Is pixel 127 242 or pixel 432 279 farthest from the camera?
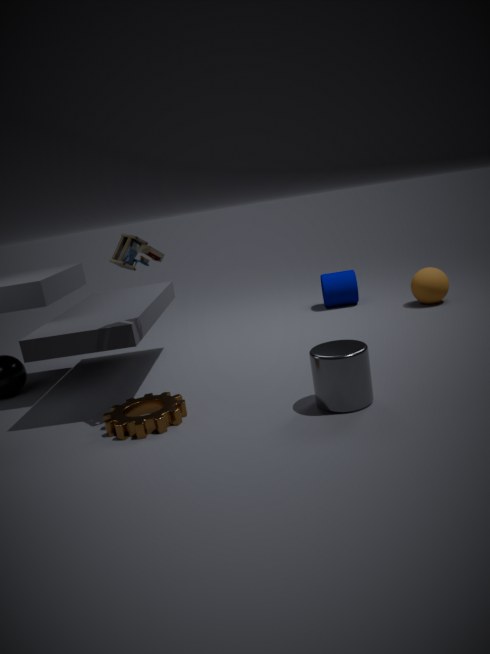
pixel 432 279
